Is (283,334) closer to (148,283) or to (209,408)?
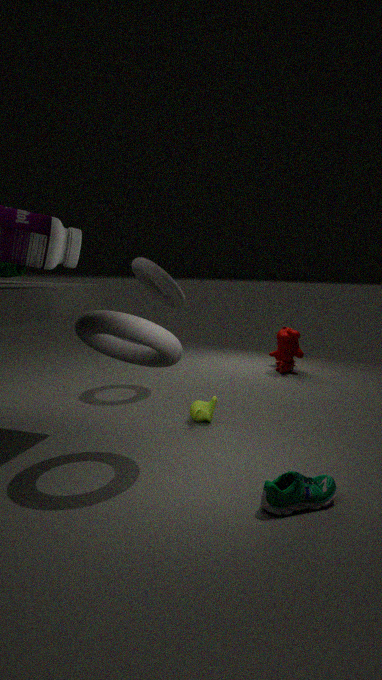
(148,283)
